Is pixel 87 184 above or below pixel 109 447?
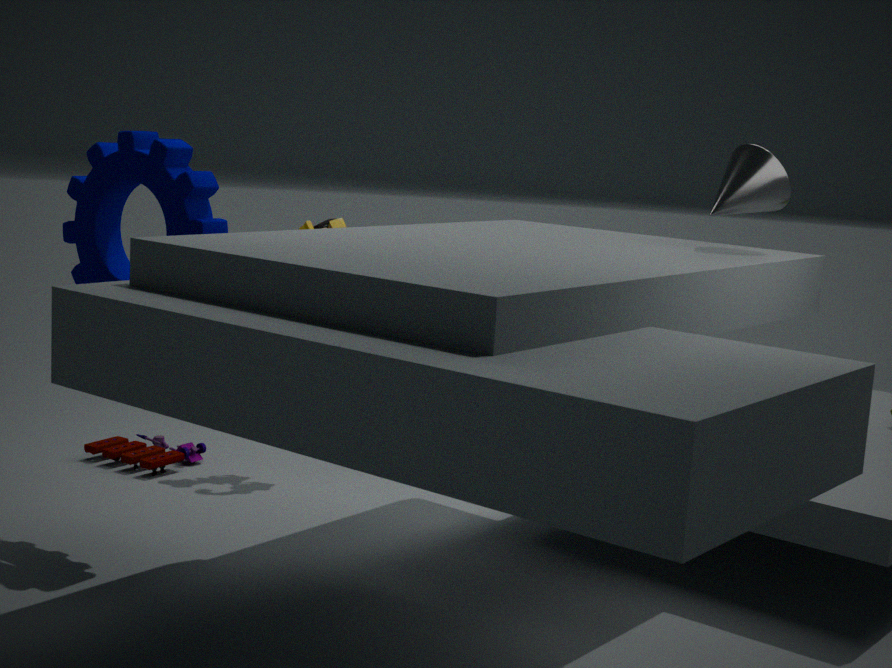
above
